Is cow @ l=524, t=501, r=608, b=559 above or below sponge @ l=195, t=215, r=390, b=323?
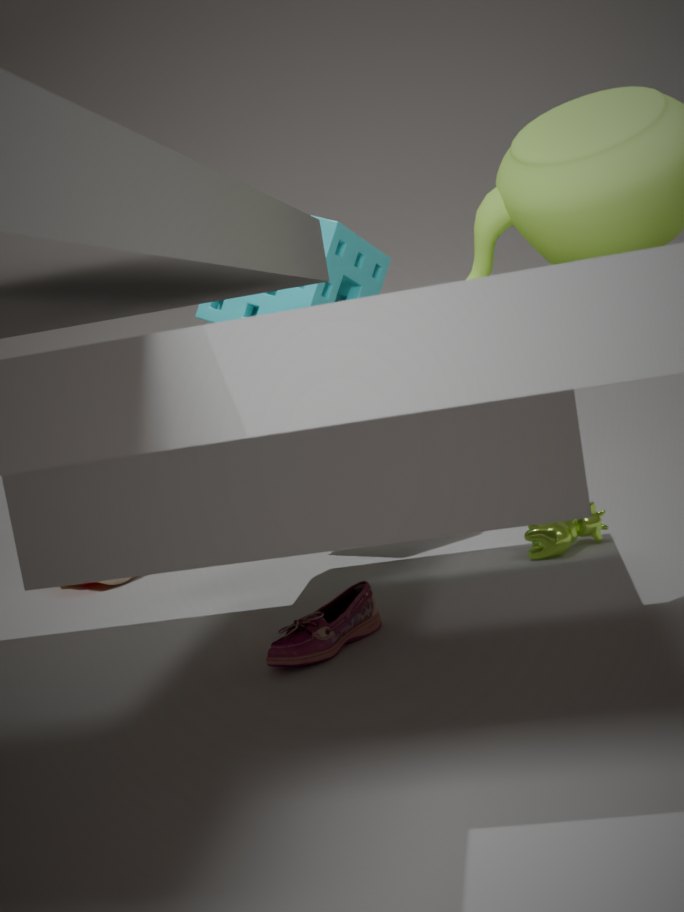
below
